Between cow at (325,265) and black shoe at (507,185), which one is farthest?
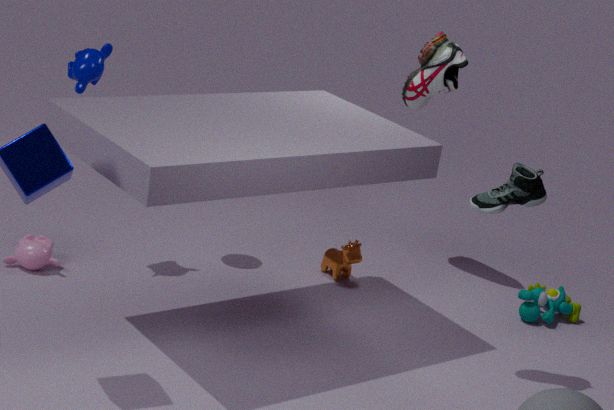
cow at (325,265)
